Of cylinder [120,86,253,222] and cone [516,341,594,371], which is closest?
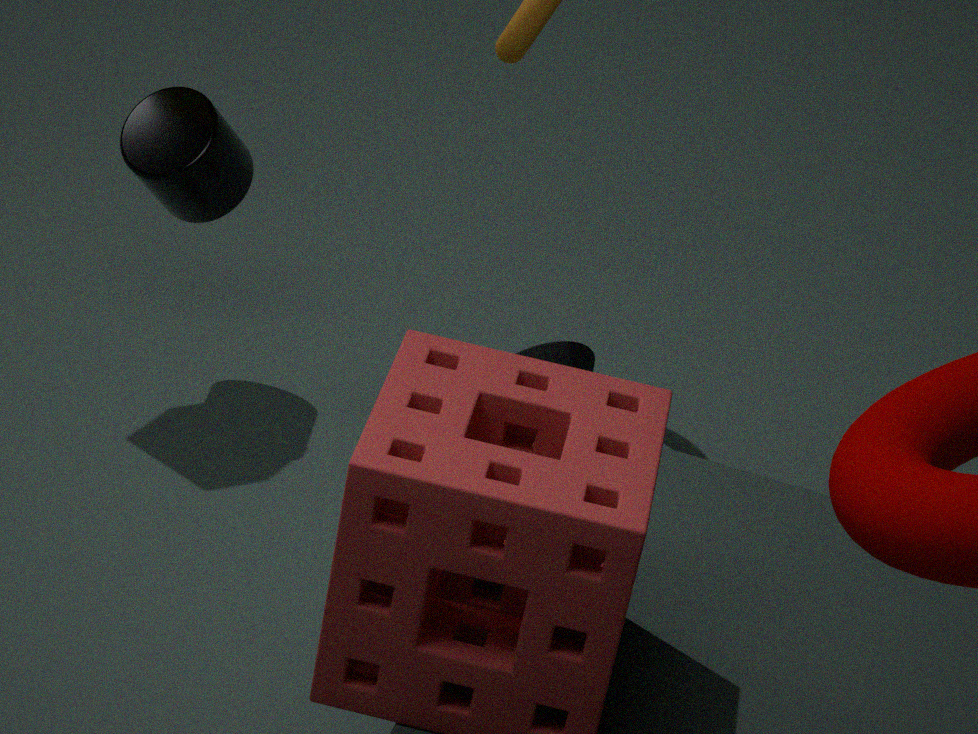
cylinder [120,86,253,222]
